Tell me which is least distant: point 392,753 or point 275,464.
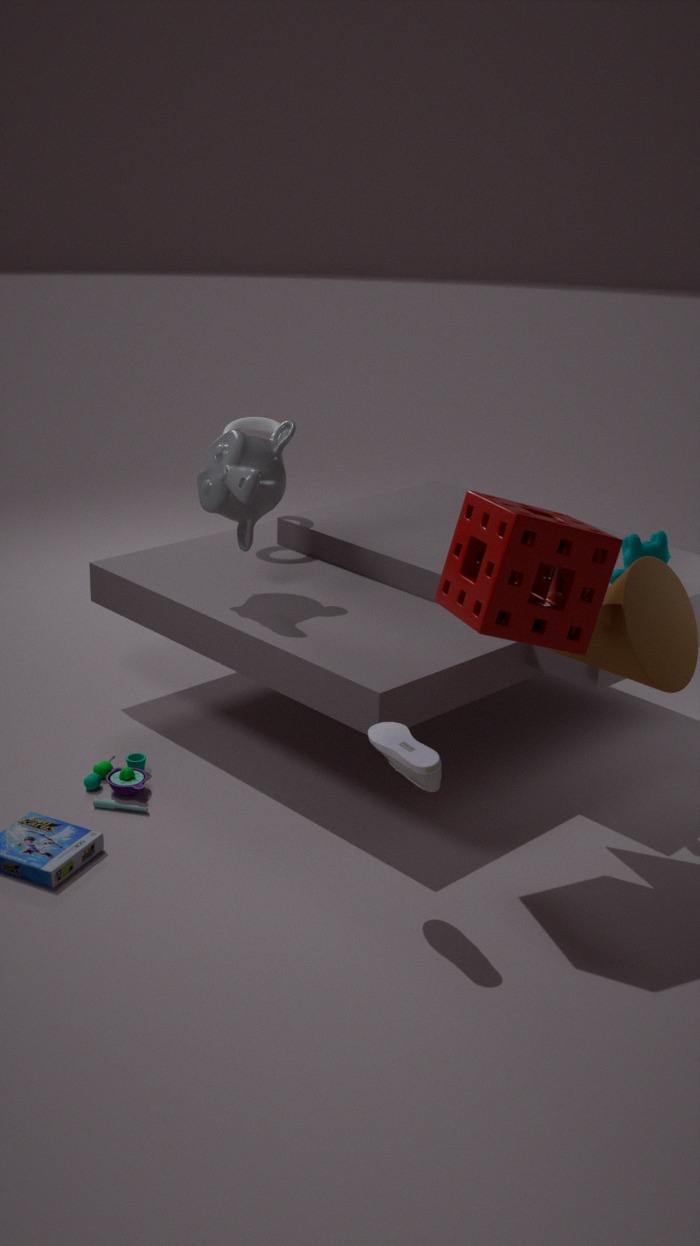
point 392,753
